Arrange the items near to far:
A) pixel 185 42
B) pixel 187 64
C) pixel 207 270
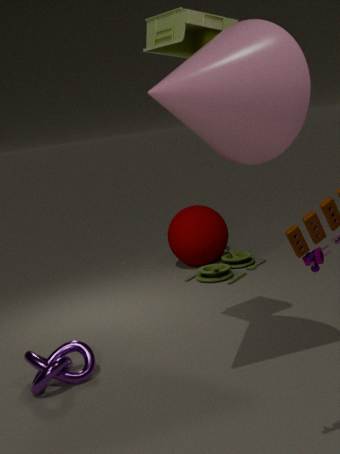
pixel 187 64 < pixel 185 42 < pixel 207 270
